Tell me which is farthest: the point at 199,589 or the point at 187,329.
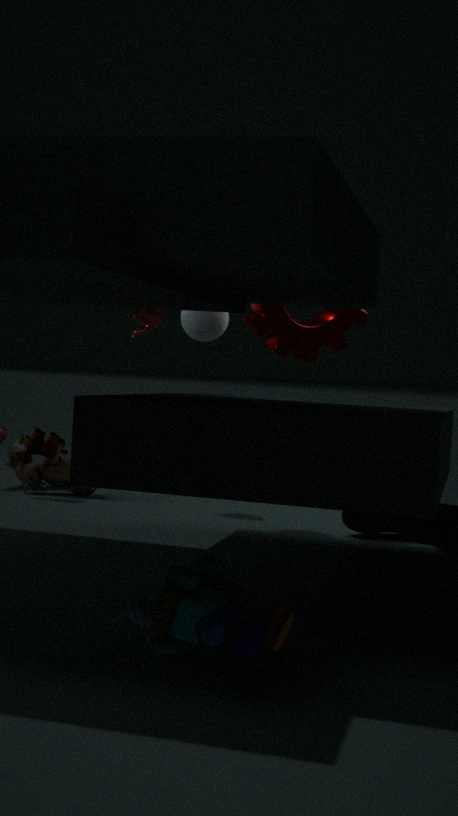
the point at 187,329
